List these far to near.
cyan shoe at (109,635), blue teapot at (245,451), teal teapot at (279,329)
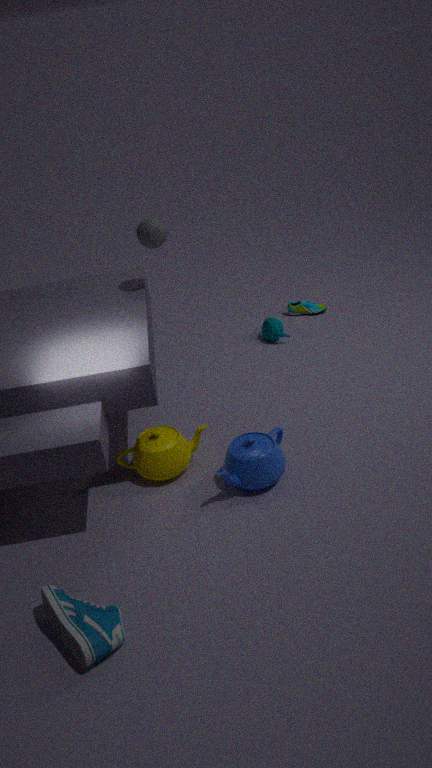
teal teapot at (279,329), blue teapot at (245,451), cyan shoe at (109,635)
